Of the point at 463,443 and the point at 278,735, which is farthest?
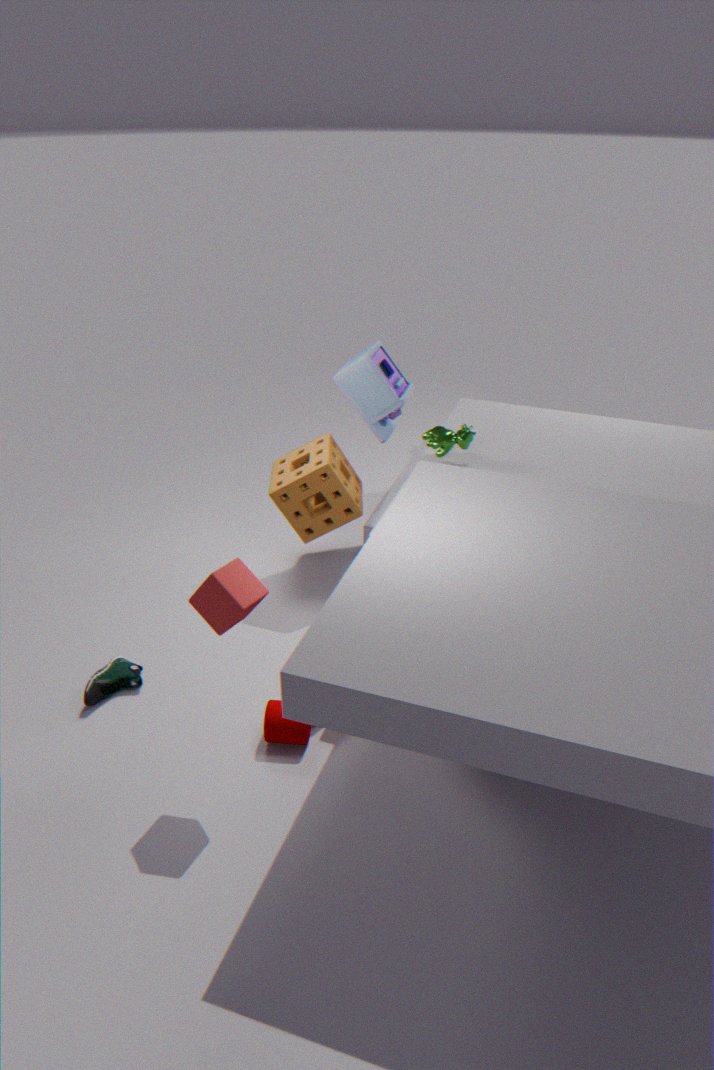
the point at 463,443
